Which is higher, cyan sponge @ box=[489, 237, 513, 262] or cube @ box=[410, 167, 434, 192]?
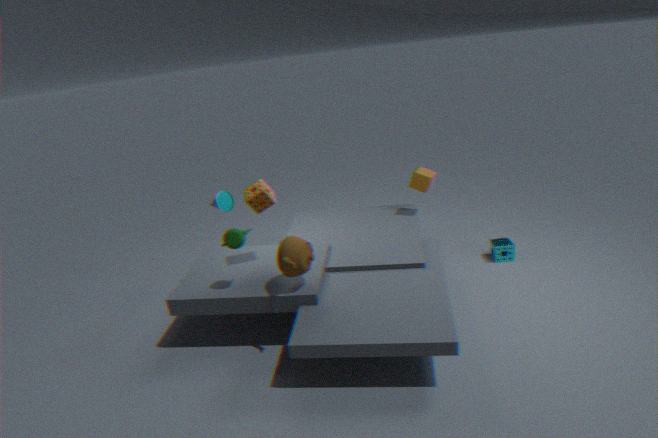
cube @ box=[410, 167, 434, 192]
